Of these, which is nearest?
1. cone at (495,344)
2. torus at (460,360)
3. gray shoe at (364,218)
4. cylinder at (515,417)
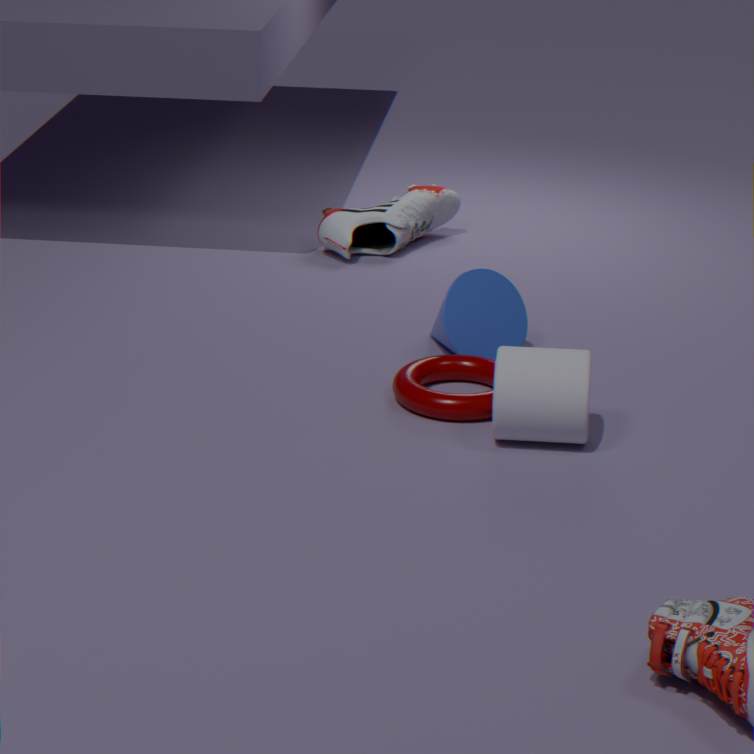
cylinder at (515,417)
